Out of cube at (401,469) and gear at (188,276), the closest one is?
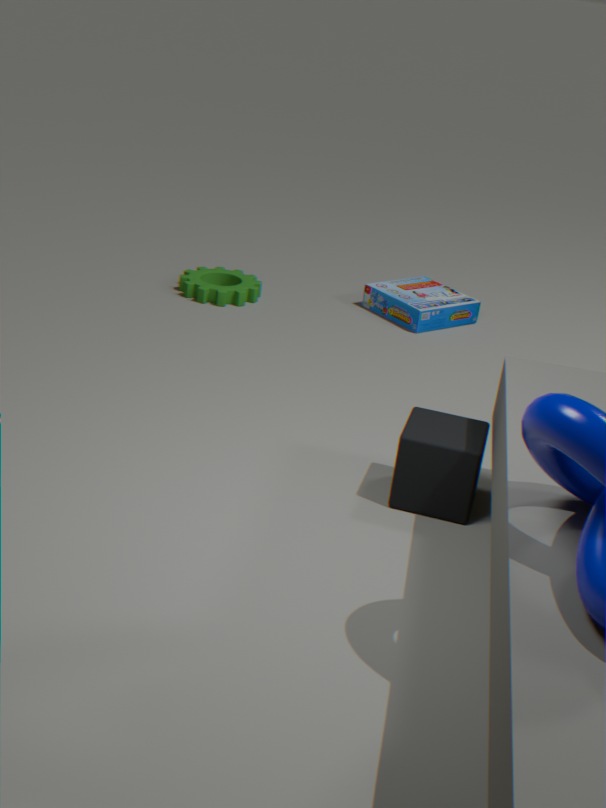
cube at (401,469)
